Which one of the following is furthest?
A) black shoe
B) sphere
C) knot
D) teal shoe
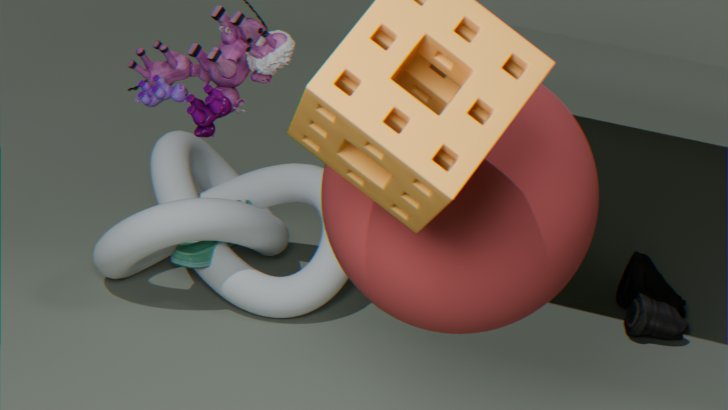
A. black shoe
